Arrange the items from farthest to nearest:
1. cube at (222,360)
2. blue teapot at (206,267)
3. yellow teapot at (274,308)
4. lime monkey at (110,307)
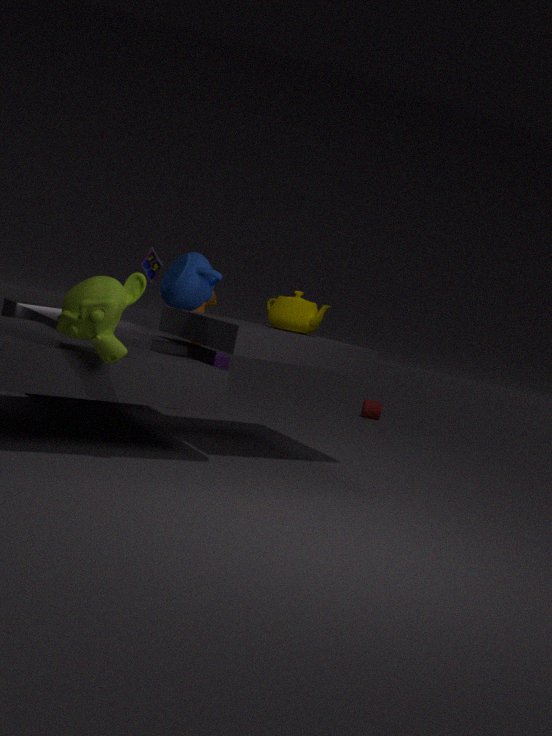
cube at (222,360), yellow teapot at (274,308), blue teapot at (206,267), lime monkey at (110,307)
